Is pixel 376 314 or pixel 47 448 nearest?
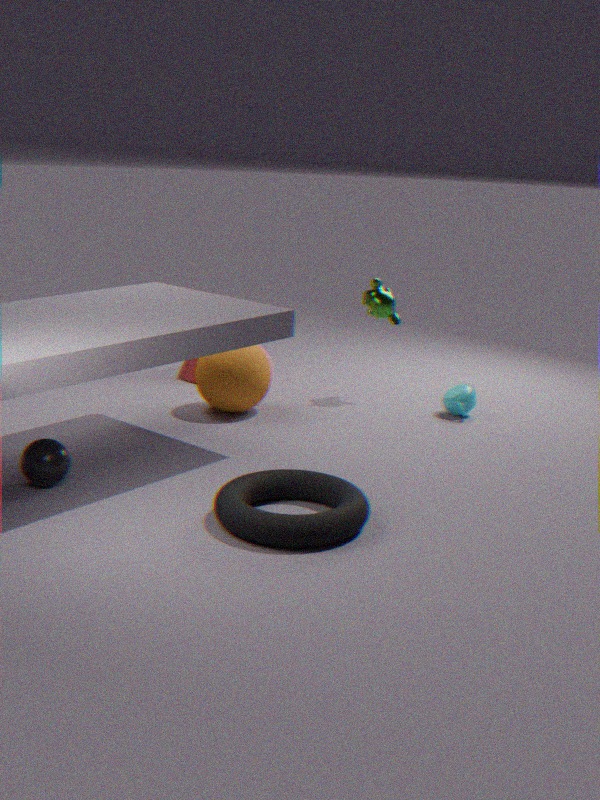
pixel 47 448
